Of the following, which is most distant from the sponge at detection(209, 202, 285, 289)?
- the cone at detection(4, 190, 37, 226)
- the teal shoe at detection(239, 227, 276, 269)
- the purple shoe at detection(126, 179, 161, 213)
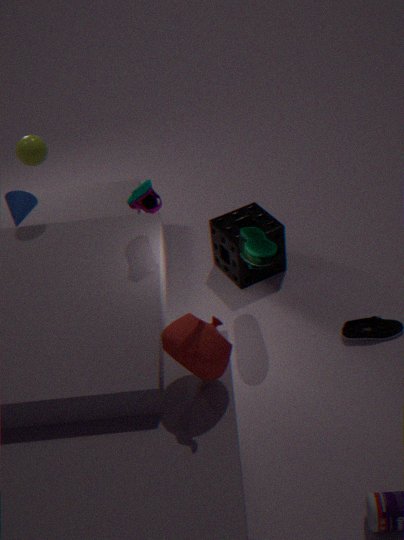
the cone at detection(4, 190, 37, 226)
